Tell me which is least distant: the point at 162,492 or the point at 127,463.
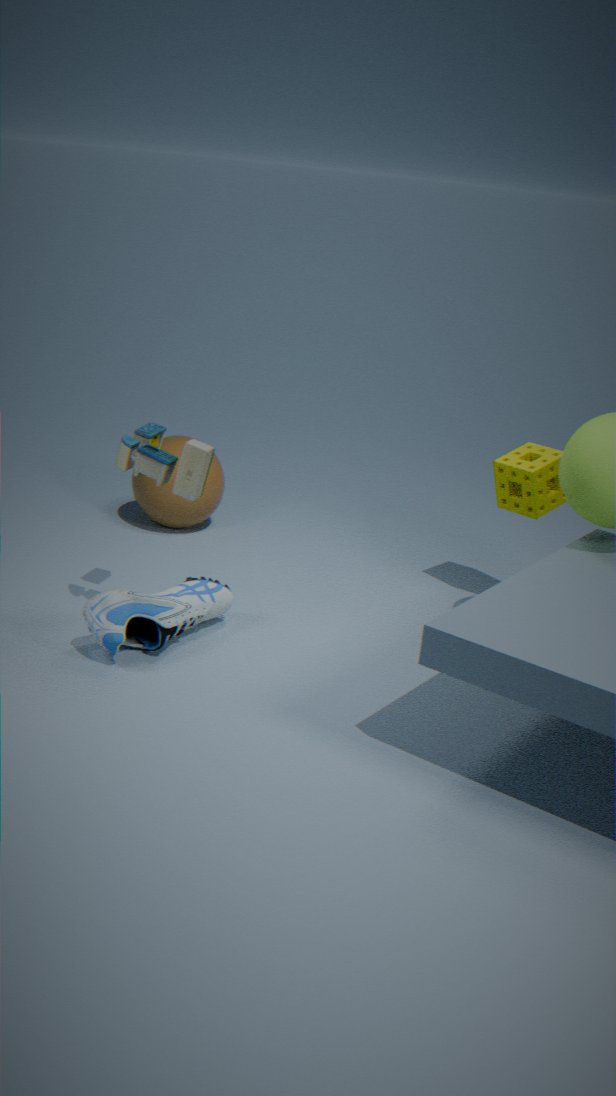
the point at 127,463
